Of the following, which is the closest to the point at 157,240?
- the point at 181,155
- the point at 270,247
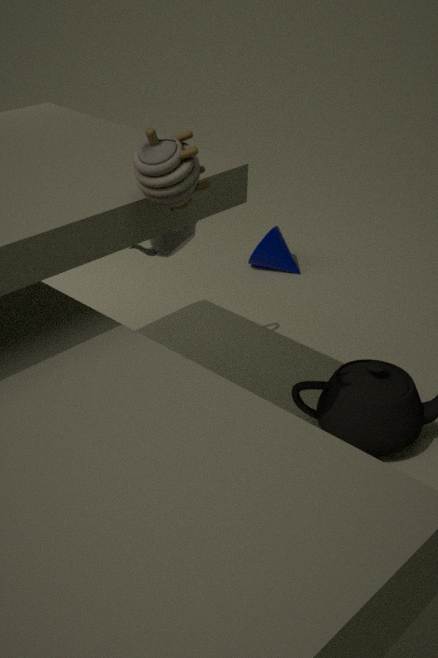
the point at 181,155
